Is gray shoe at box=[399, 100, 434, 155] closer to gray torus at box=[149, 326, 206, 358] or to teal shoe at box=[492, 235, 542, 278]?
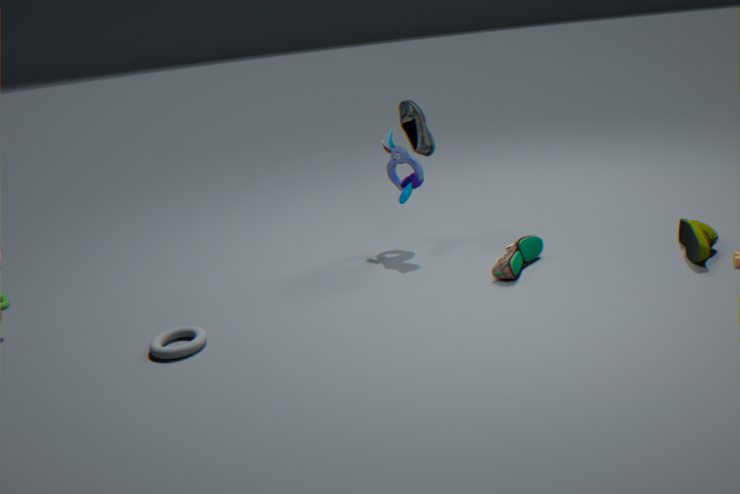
teal shoe at box=[492, 235, 542, 278]
